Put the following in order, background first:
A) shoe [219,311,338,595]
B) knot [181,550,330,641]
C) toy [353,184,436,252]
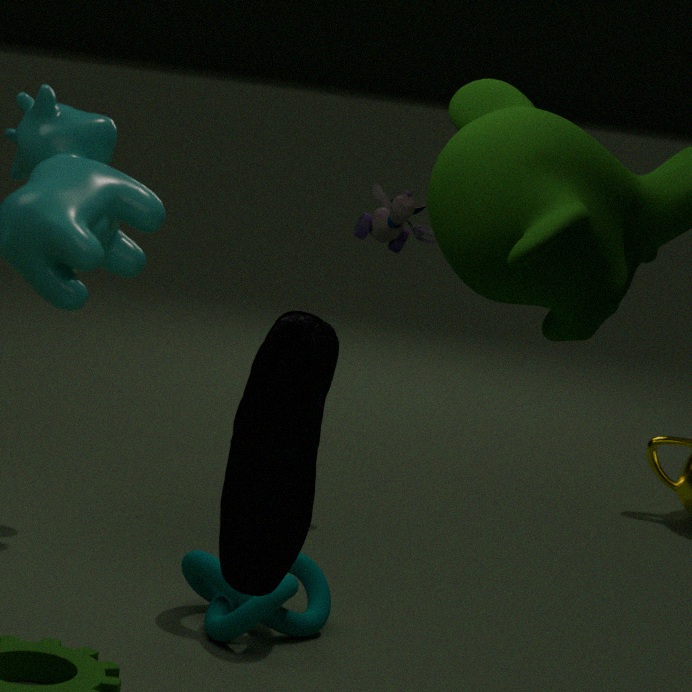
1. toy [353,184,436,252]
2. knot [181,550,330,641]
3. shoe [219,311,338,595]
